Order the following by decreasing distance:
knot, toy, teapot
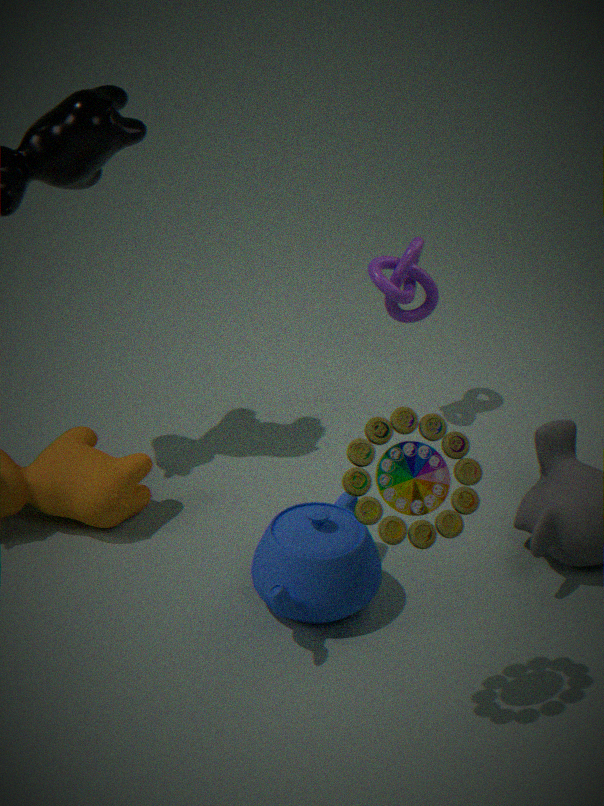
knot < teapot < toy
